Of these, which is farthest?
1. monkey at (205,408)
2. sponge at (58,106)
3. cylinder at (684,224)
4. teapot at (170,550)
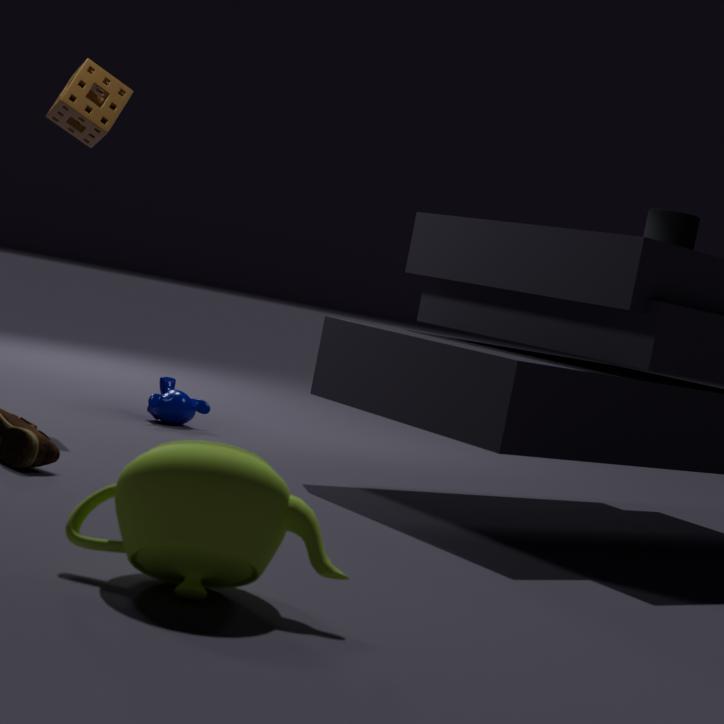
monkey at (205,408)
